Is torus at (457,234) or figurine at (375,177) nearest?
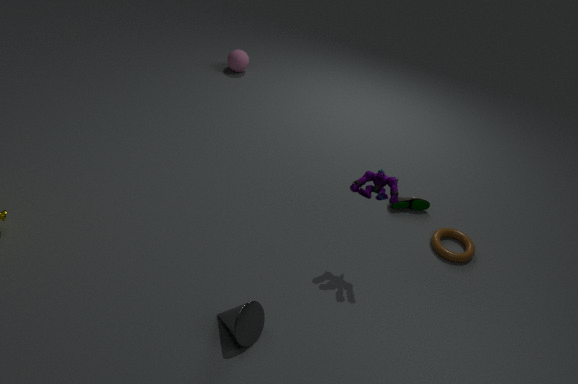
figurine at (375,177)
